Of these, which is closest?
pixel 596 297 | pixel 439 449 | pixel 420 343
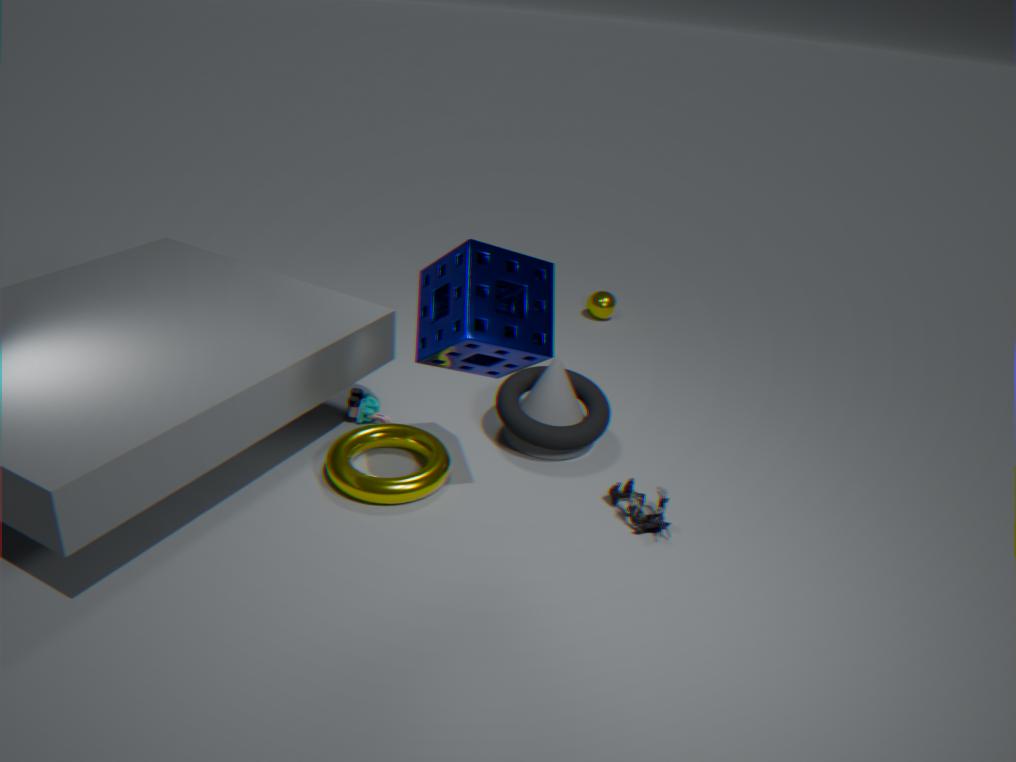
pixel 420 343
